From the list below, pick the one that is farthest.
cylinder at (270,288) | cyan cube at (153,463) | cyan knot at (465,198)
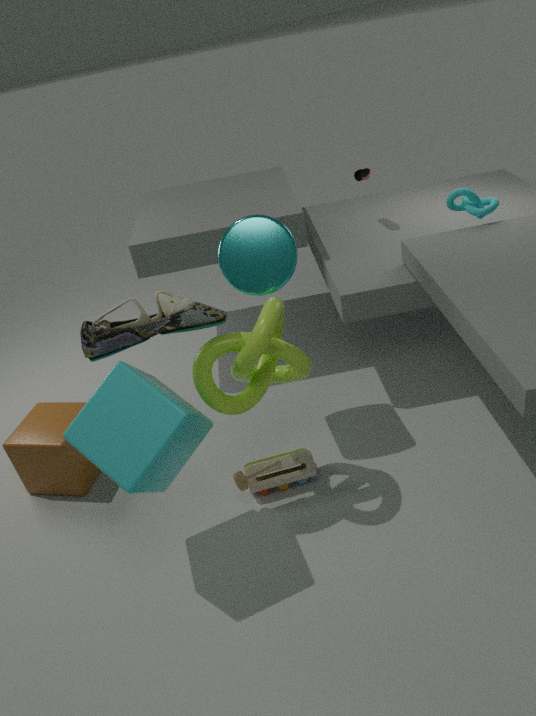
cyan knot at (465,198)
